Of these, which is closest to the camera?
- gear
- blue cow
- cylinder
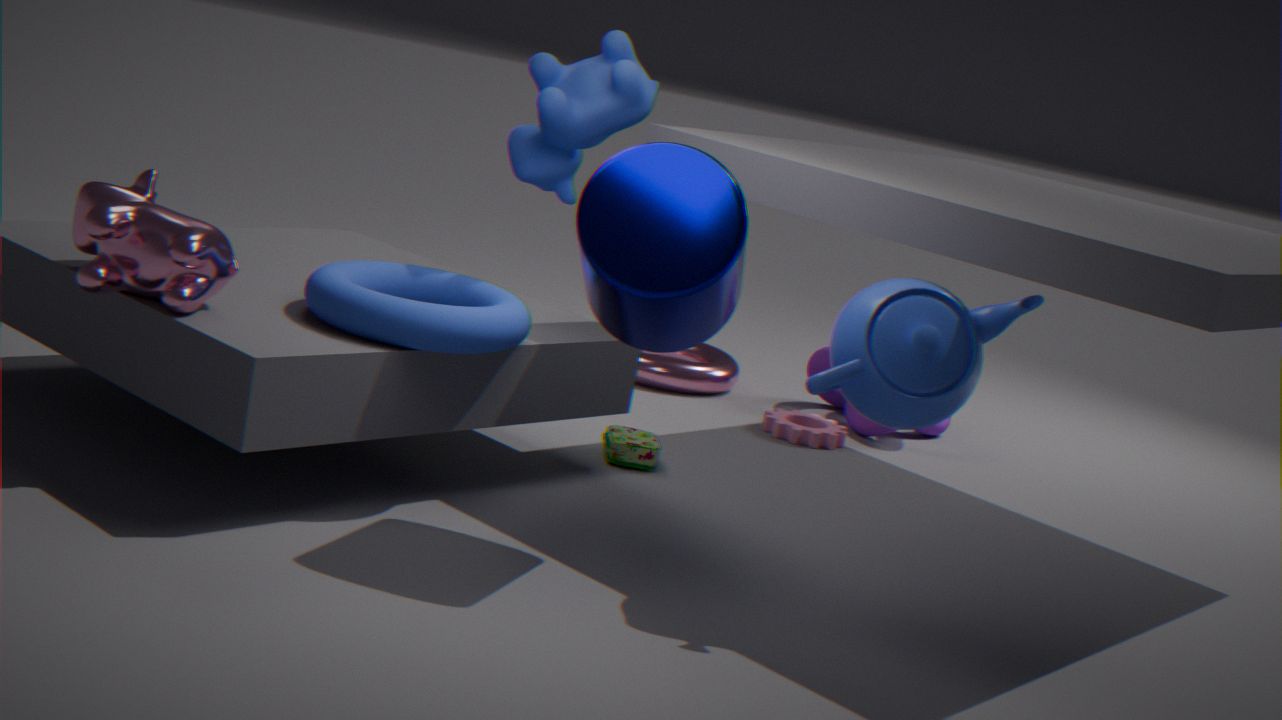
cylinder
